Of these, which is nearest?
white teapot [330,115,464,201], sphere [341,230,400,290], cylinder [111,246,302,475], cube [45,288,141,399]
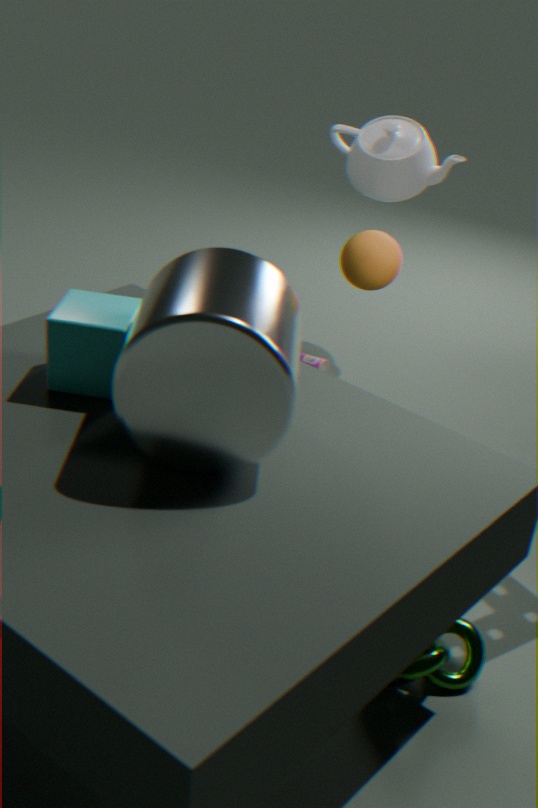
cylinder [111,246,302,475]
